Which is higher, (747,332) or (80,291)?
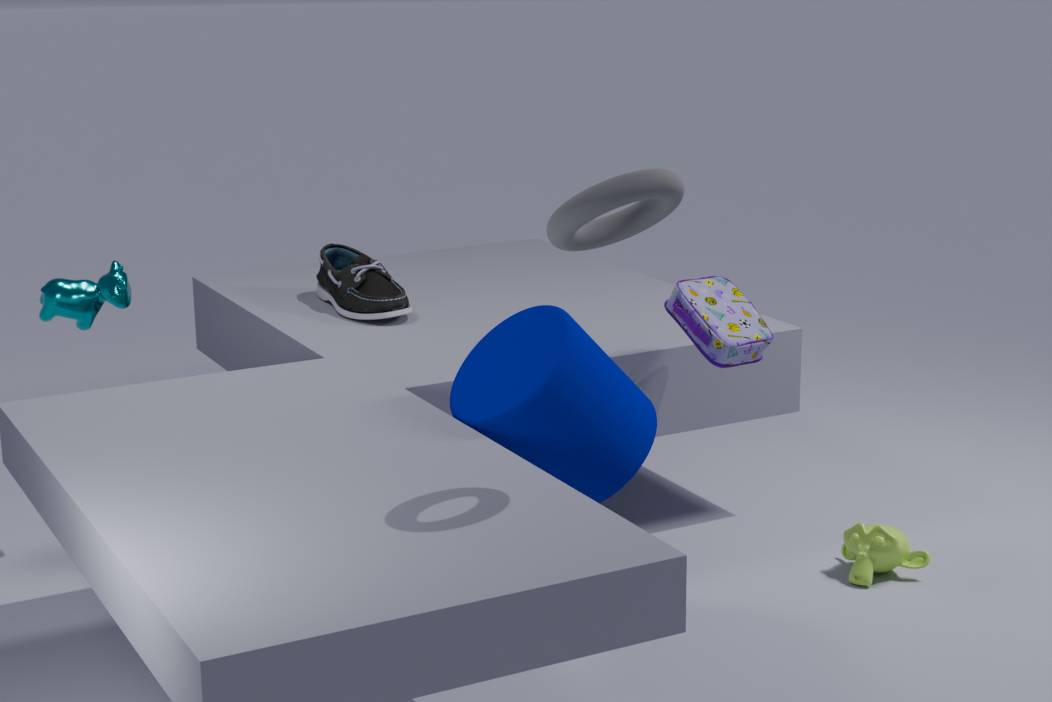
(80,291)
